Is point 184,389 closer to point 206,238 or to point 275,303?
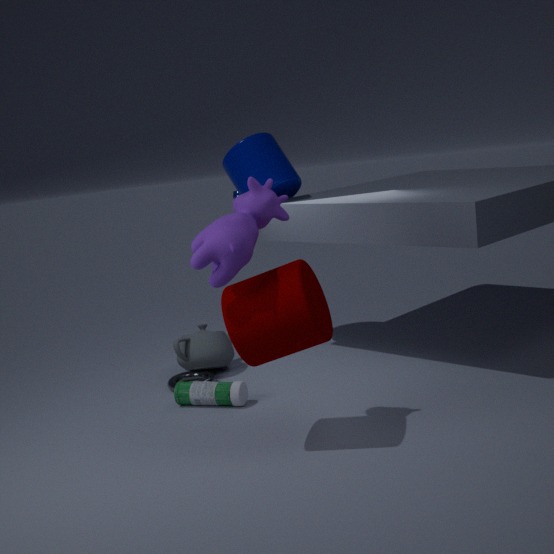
point 275,303
